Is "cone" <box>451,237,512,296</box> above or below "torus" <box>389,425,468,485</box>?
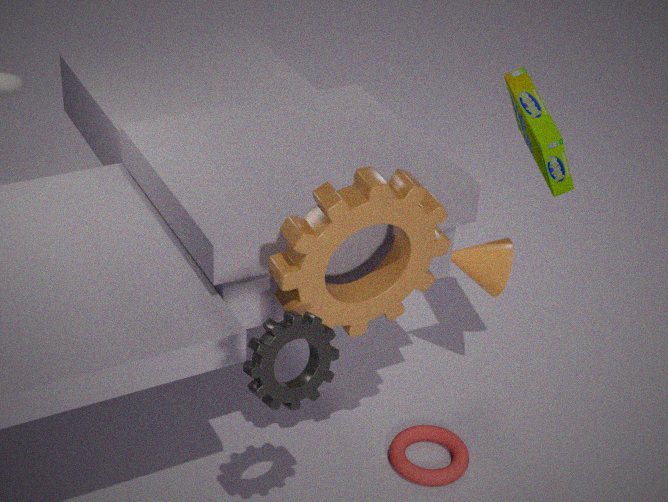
above
